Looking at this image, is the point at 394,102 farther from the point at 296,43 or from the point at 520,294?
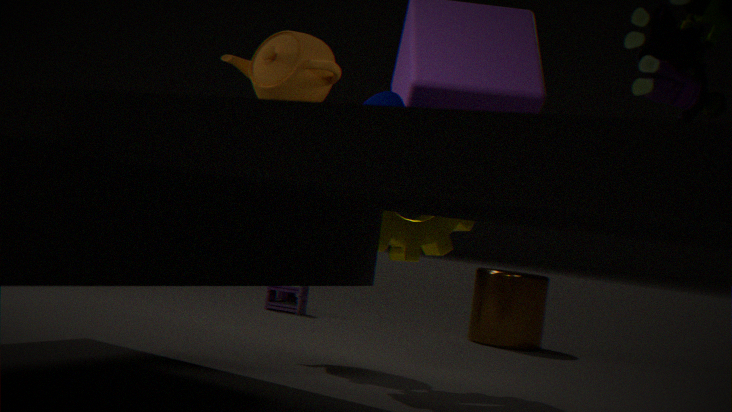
the point at 520,294
